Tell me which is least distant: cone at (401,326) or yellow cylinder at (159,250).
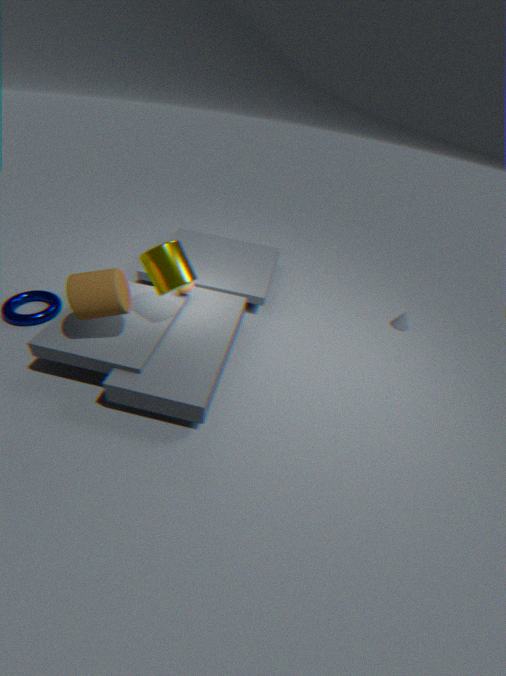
yellow cylinder at (159,250)
